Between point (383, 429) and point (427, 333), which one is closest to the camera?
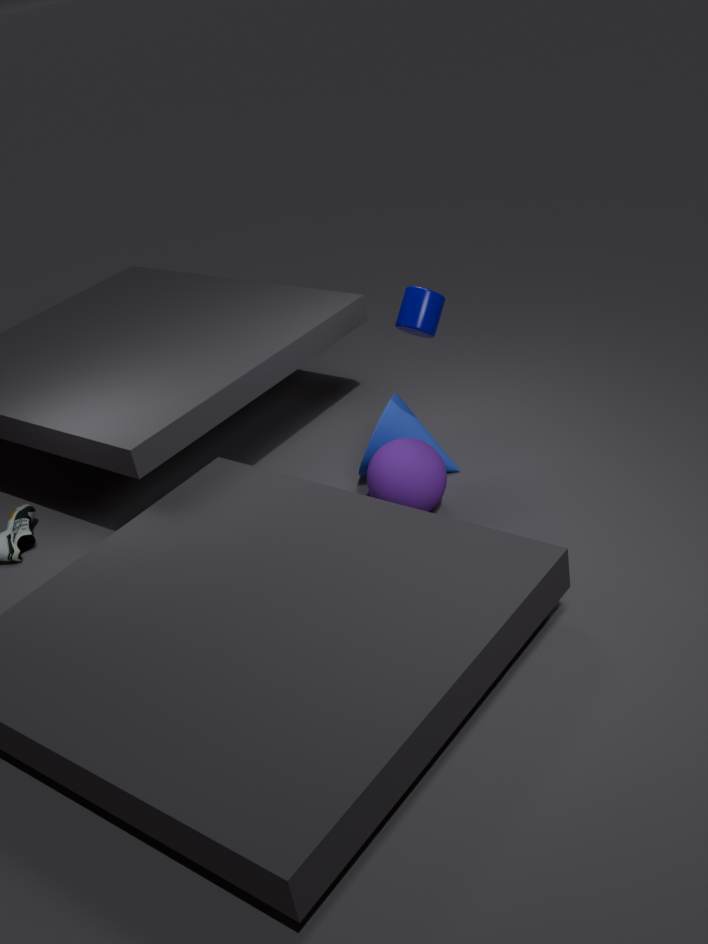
point (427, 333)
